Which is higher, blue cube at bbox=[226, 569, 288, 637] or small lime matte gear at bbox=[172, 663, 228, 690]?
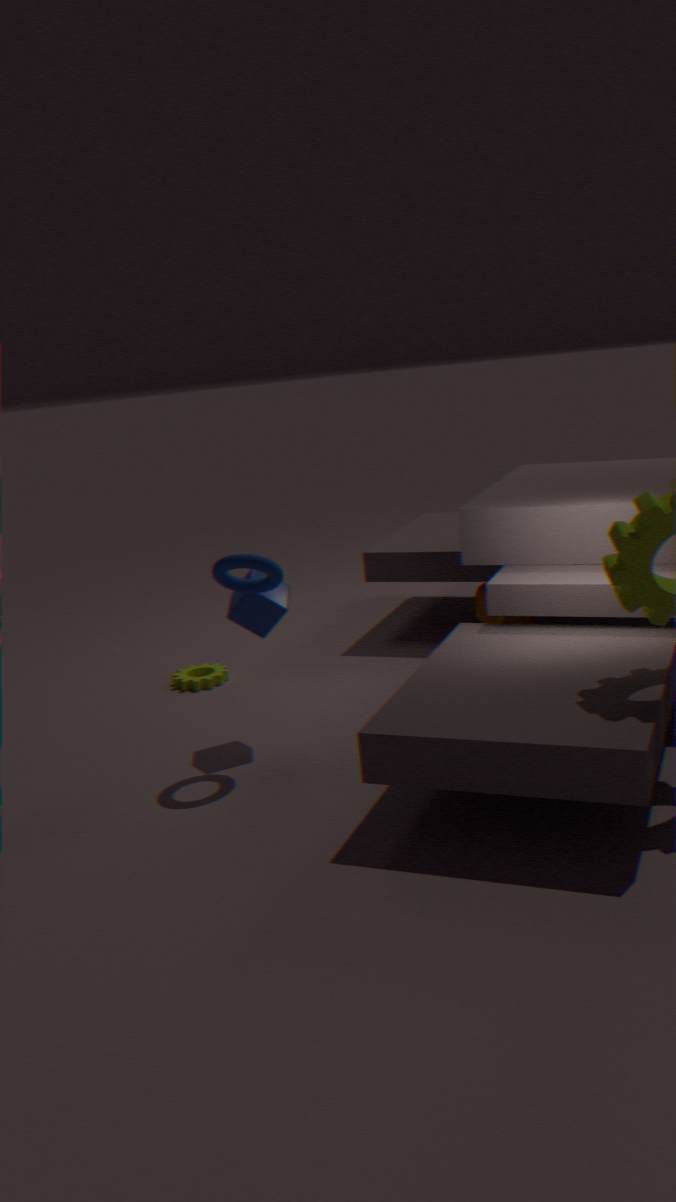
blue cube at bbox=[226, 569, 288, 637]
